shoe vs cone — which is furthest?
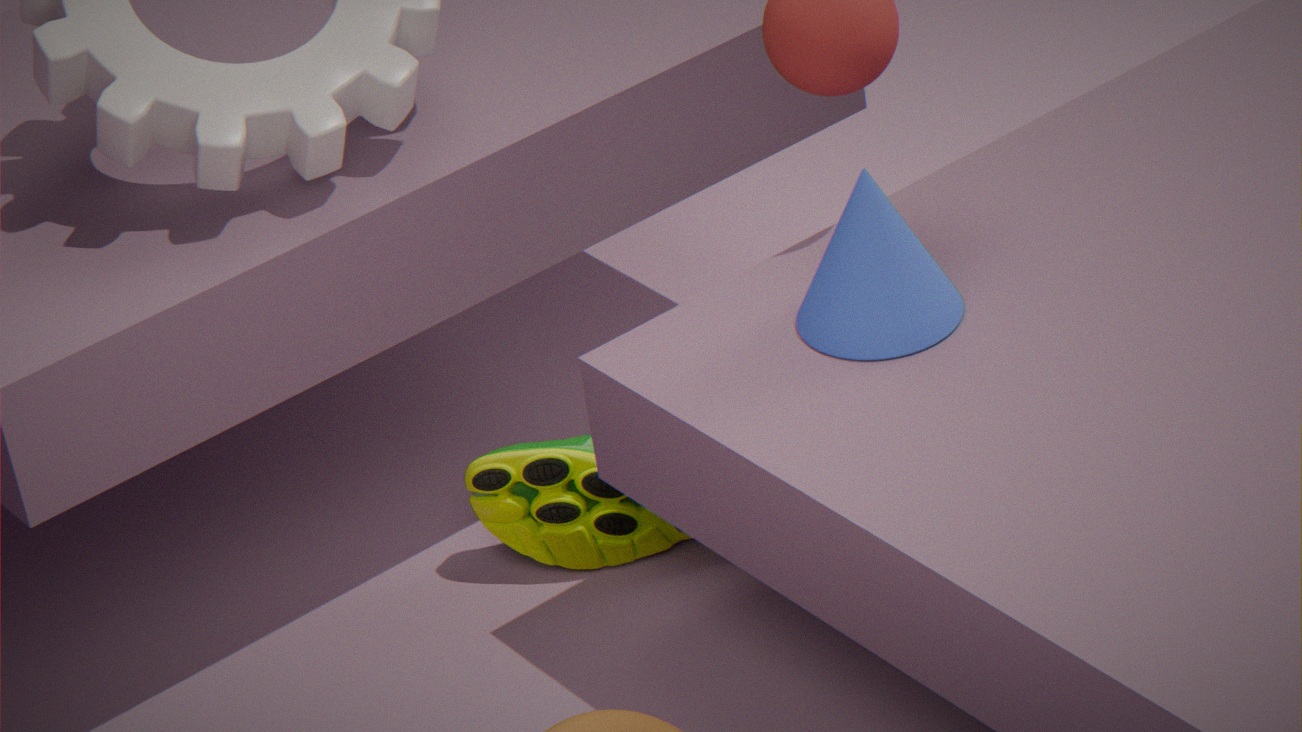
shoe
